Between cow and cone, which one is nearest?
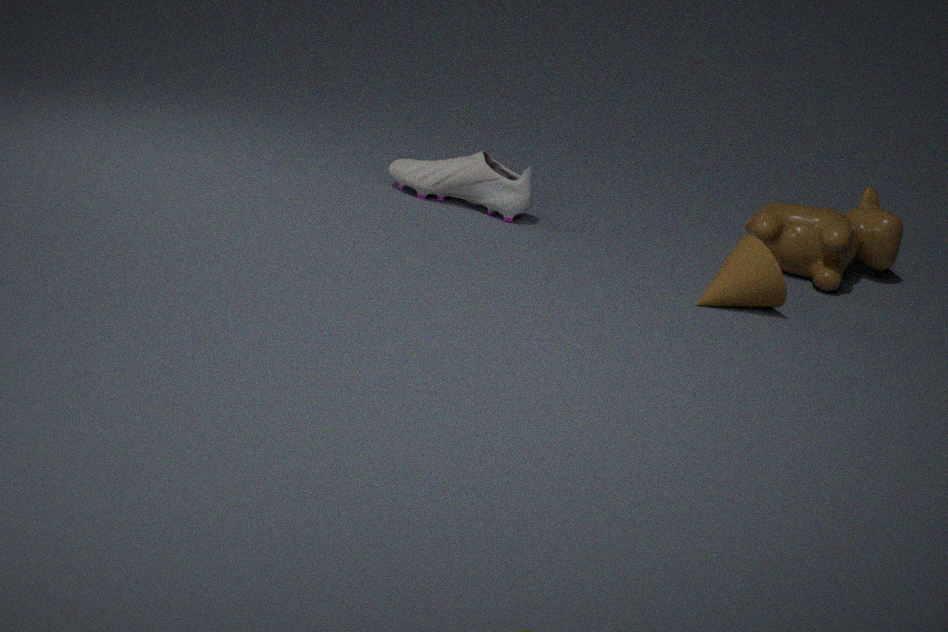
cone
